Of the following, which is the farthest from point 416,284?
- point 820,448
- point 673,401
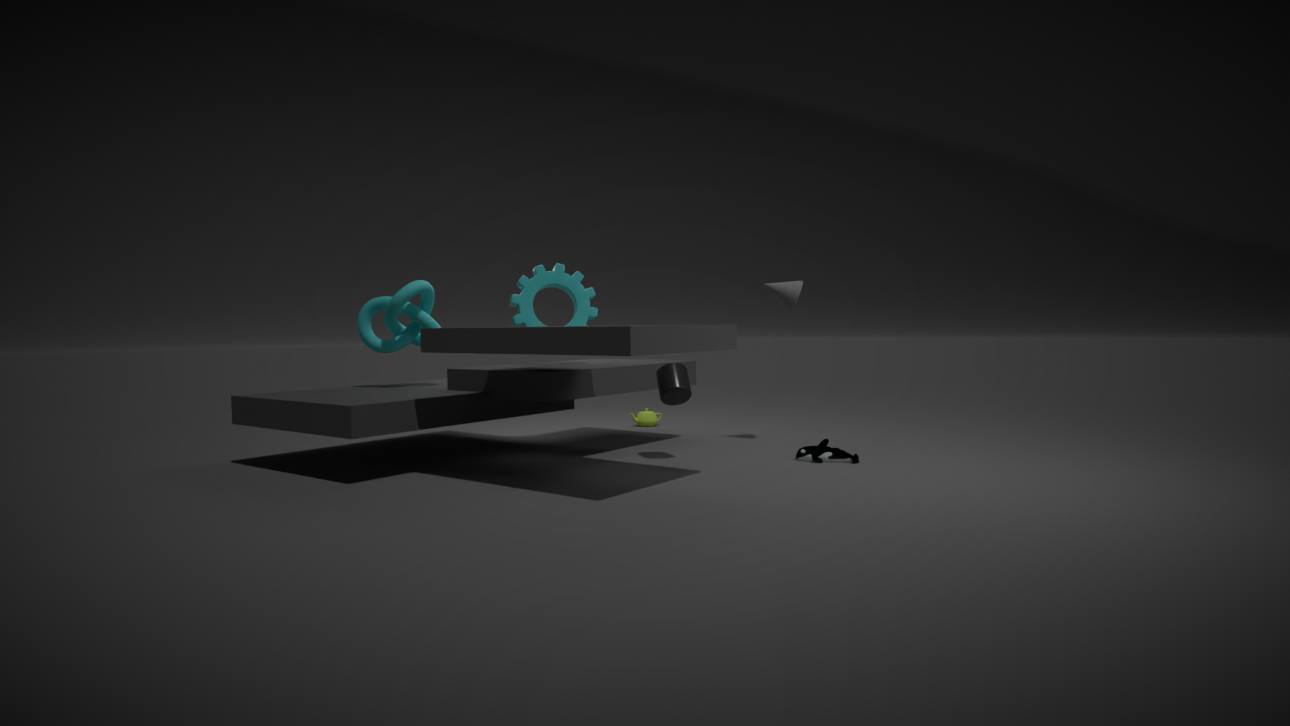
point 820,448
